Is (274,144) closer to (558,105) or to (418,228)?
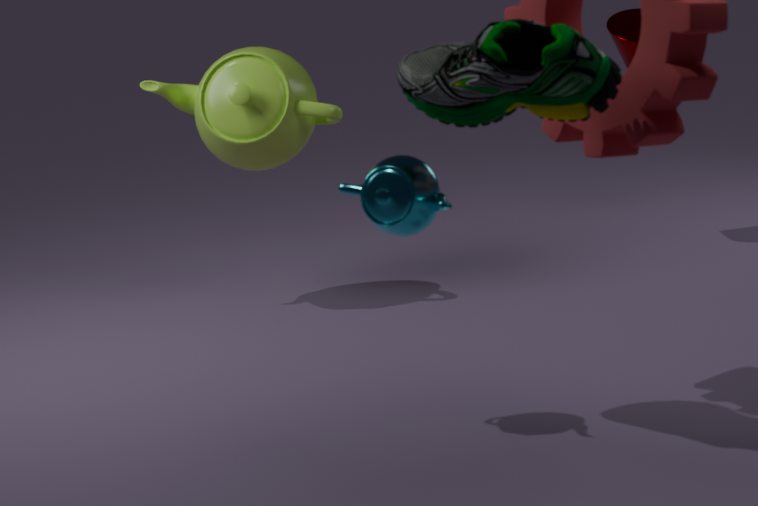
(418,228)
